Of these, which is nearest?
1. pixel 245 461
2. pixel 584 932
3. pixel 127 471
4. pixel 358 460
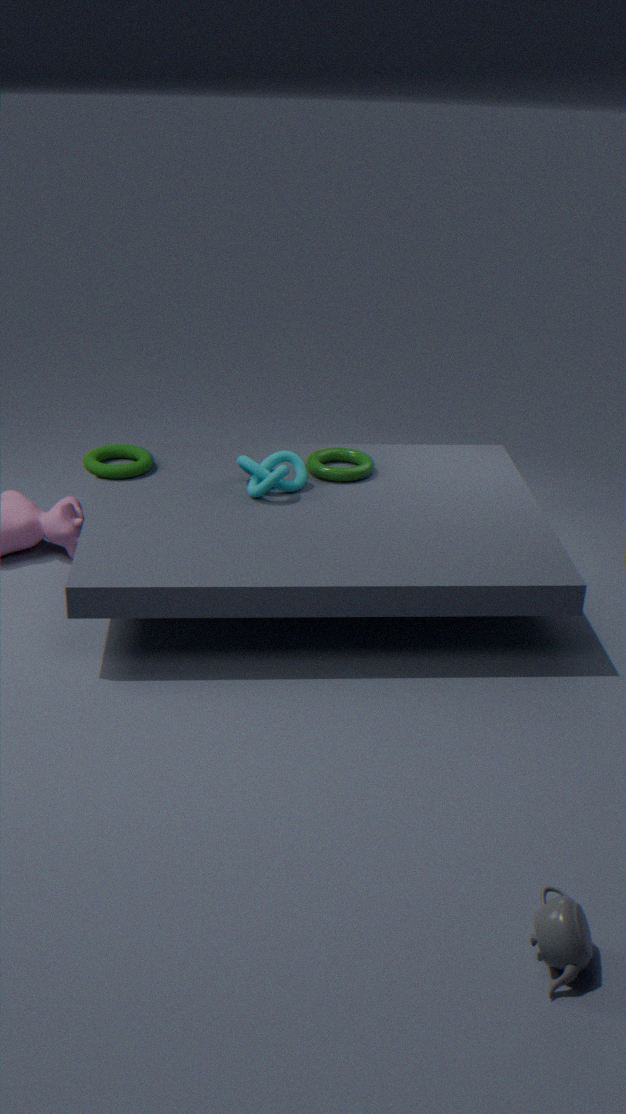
pixel 584 932
